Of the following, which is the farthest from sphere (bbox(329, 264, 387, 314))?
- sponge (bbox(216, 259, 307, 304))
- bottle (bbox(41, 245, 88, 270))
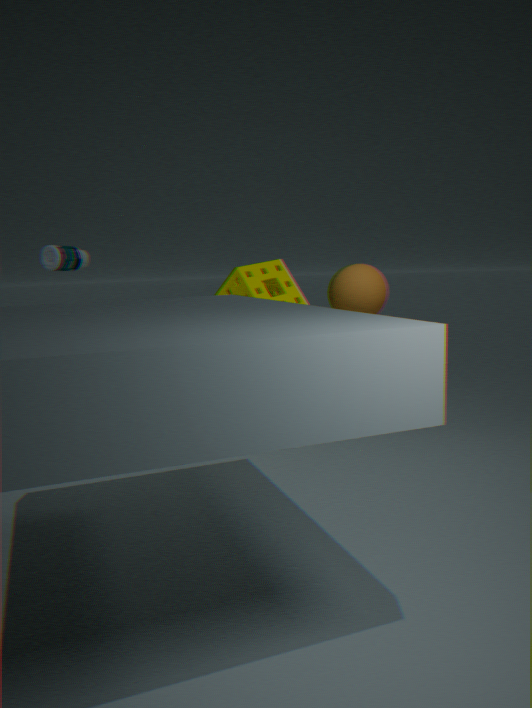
bottle (bbox(41, 245, 88, 270))
